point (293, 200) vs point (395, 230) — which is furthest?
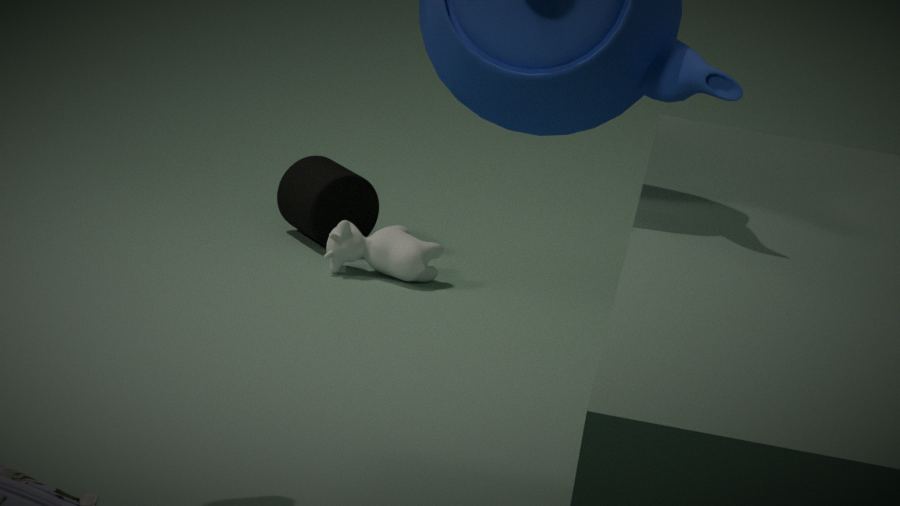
point (293, 200)
